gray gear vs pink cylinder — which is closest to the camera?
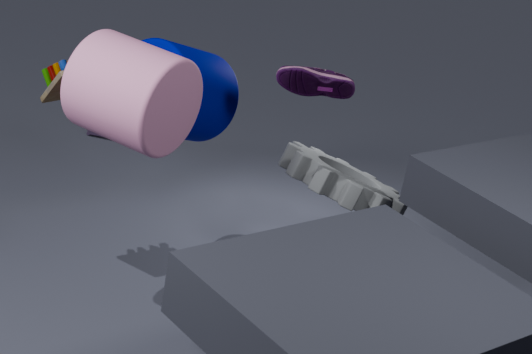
pink cylinder
